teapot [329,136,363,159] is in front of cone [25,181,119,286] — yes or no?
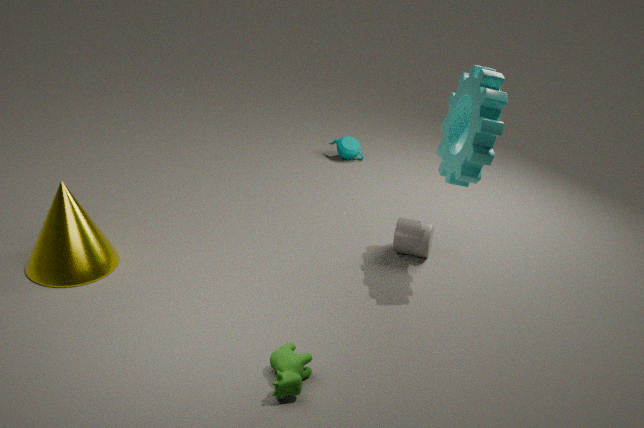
No
